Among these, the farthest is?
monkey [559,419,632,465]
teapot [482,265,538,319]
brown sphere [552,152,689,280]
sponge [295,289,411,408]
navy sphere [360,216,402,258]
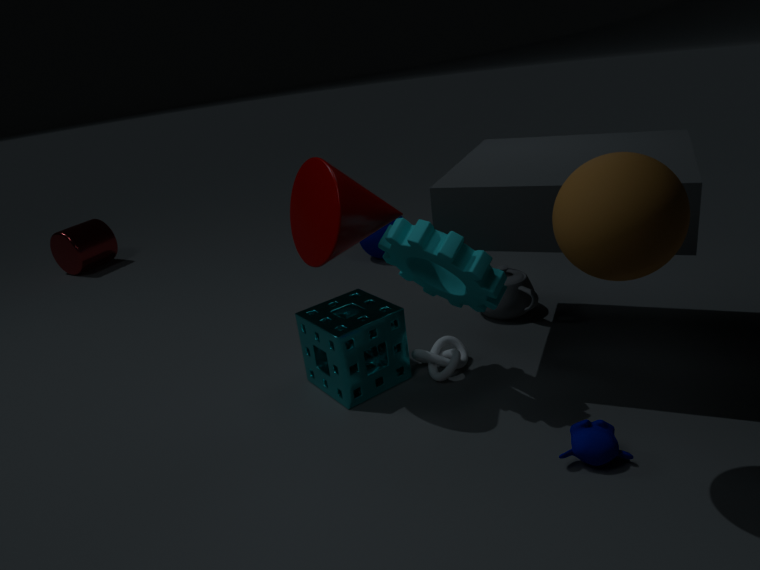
navy sphere [360,216,402,258]
